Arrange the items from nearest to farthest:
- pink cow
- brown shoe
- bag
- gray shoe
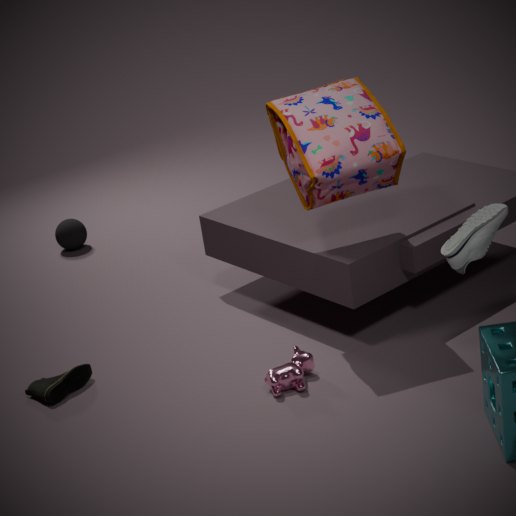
gray shoe
bag
pink cow
brown shoe
